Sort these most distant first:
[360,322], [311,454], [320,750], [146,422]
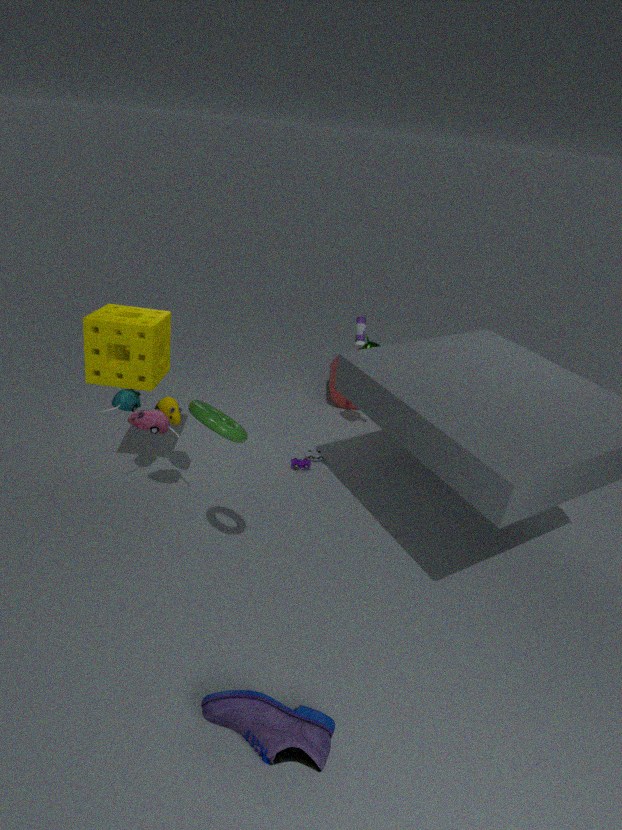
[360,322], [311,454], [146,422], [320,750]
